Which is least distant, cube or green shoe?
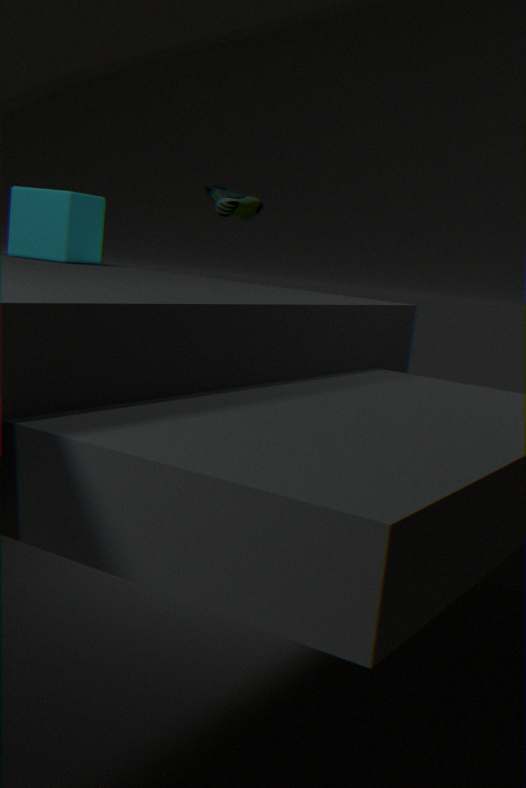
cube
